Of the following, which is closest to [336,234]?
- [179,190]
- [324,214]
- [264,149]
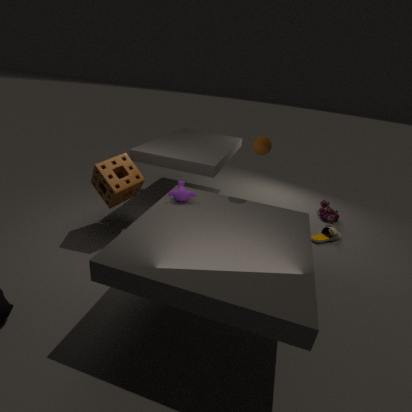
[324,214]
